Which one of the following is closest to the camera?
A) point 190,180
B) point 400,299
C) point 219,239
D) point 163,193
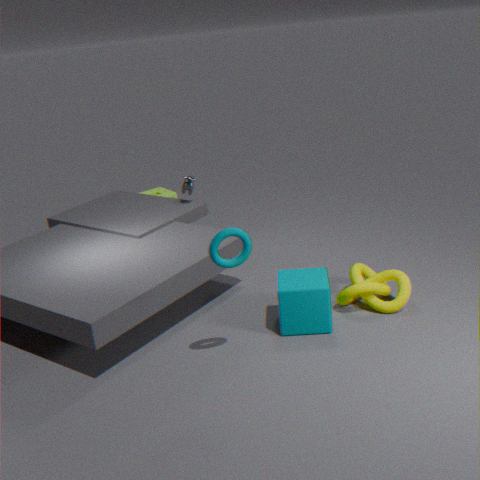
point 219,239
